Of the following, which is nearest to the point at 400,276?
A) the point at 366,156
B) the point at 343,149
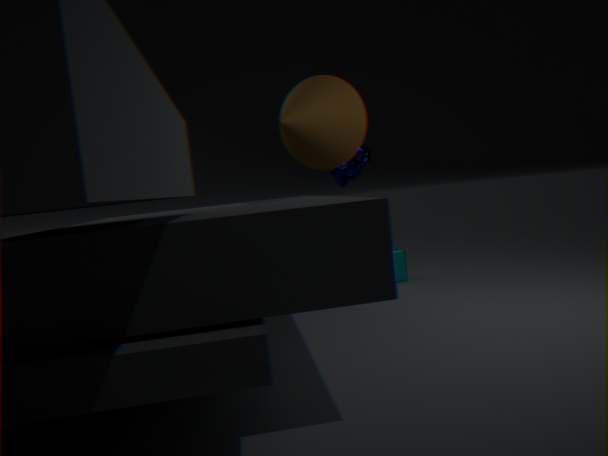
the point at 366,156
